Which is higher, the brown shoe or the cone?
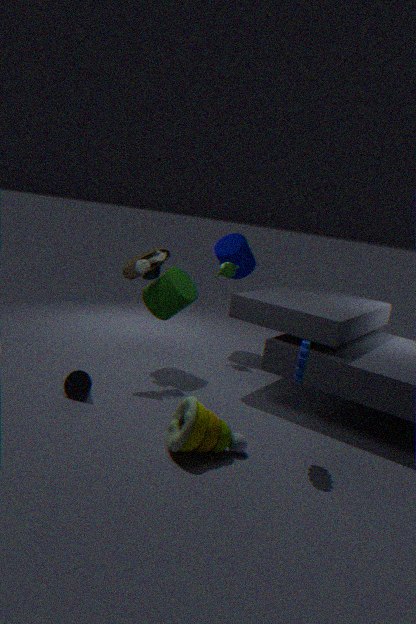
the brown shoe
